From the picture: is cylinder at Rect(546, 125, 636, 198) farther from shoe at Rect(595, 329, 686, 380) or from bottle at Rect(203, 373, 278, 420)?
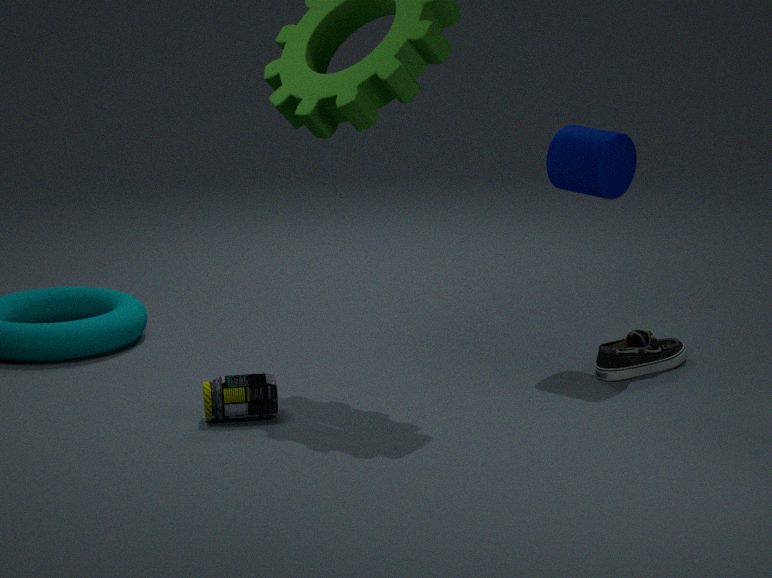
bottle at Rect(203, 373, 278, 420)
